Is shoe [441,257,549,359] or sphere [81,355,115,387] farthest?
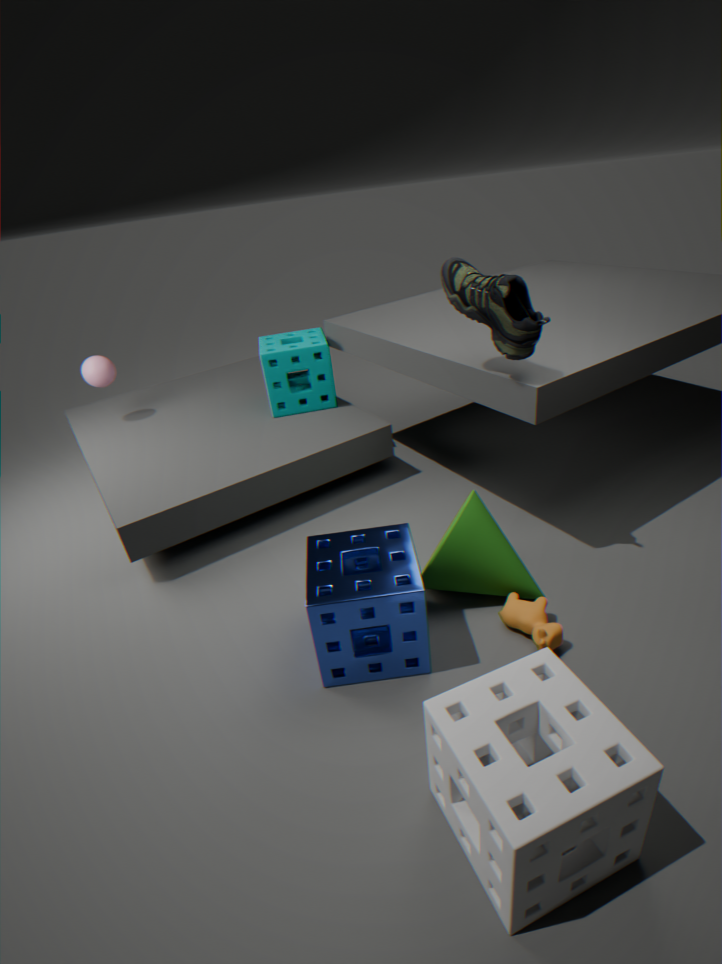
sphere [81,355,115,387]
